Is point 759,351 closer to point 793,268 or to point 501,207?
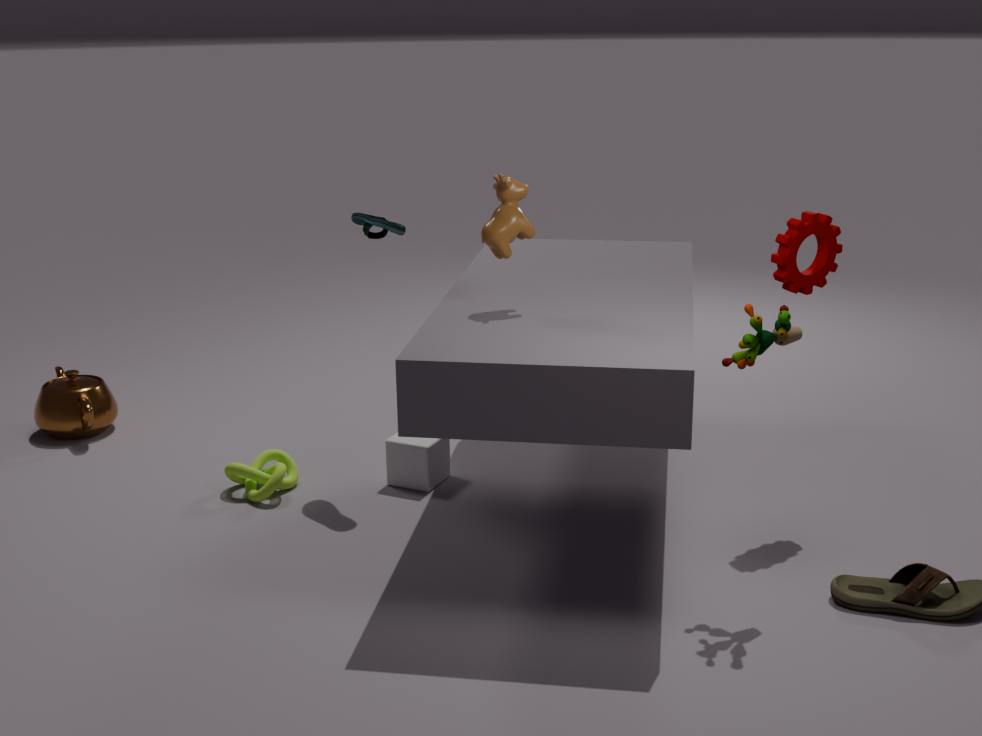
point 793,268
